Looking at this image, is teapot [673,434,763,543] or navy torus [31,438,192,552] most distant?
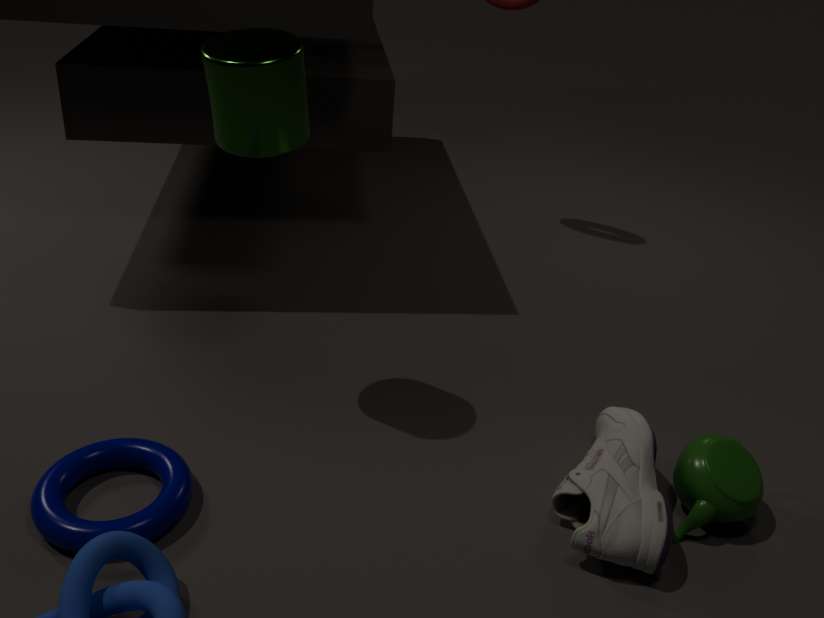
teapot [673,434,763,543]
